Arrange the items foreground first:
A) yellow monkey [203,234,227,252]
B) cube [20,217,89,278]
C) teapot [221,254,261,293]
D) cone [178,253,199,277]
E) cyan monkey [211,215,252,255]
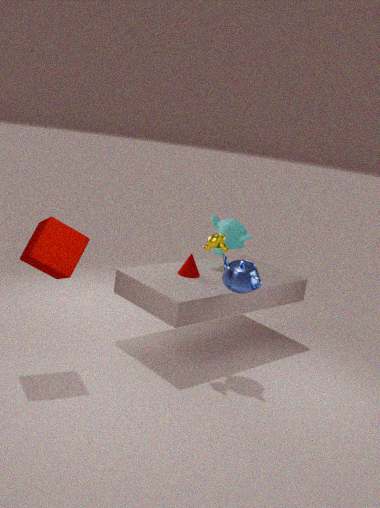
cube [20,217,89,278], teapot [221,254,261,293], yellow monkey [203,234,227,252], cone [178,253,199,277], cyan monkey [211,215,252,255]
